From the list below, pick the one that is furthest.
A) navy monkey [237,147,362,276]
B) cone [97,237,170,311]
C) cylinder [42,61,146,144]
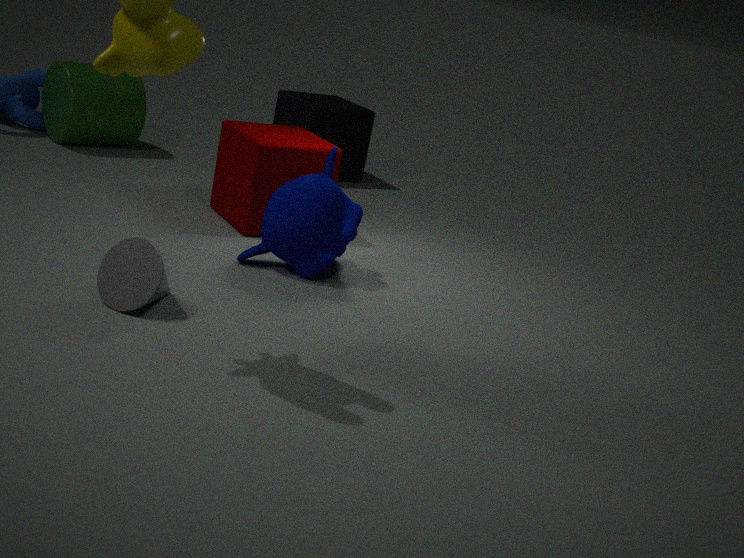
cylinder [42,61,146,144]
